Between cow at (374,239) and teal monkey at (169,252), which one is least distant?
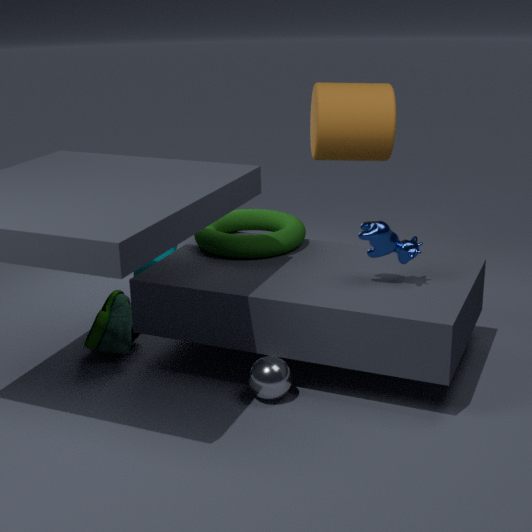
cow at (374,239)
